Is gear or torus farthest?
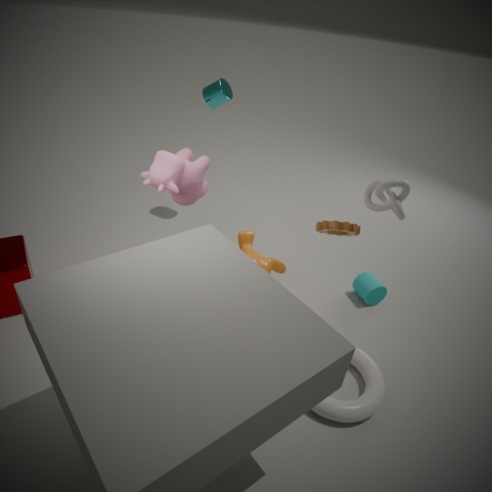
gear
